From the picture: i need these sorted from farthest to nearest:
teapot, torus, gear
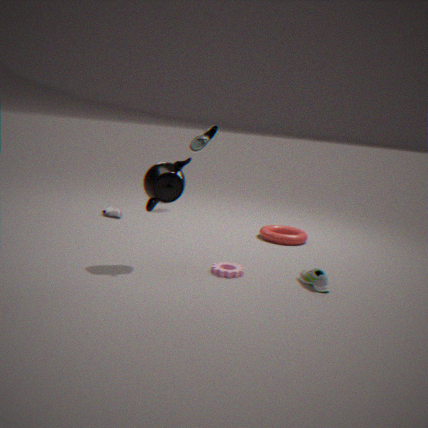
1. torus
2. gear
3. teapot
